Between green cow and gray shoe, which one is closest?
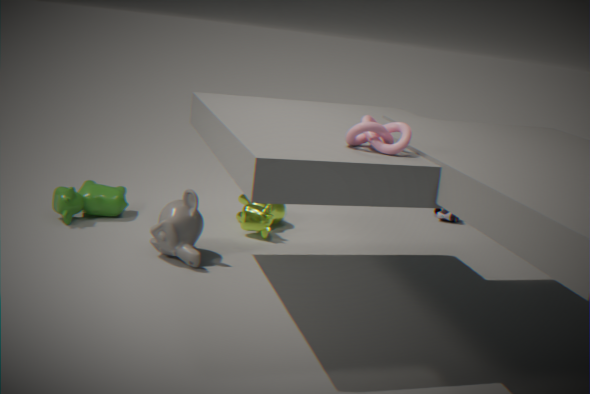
green cow
